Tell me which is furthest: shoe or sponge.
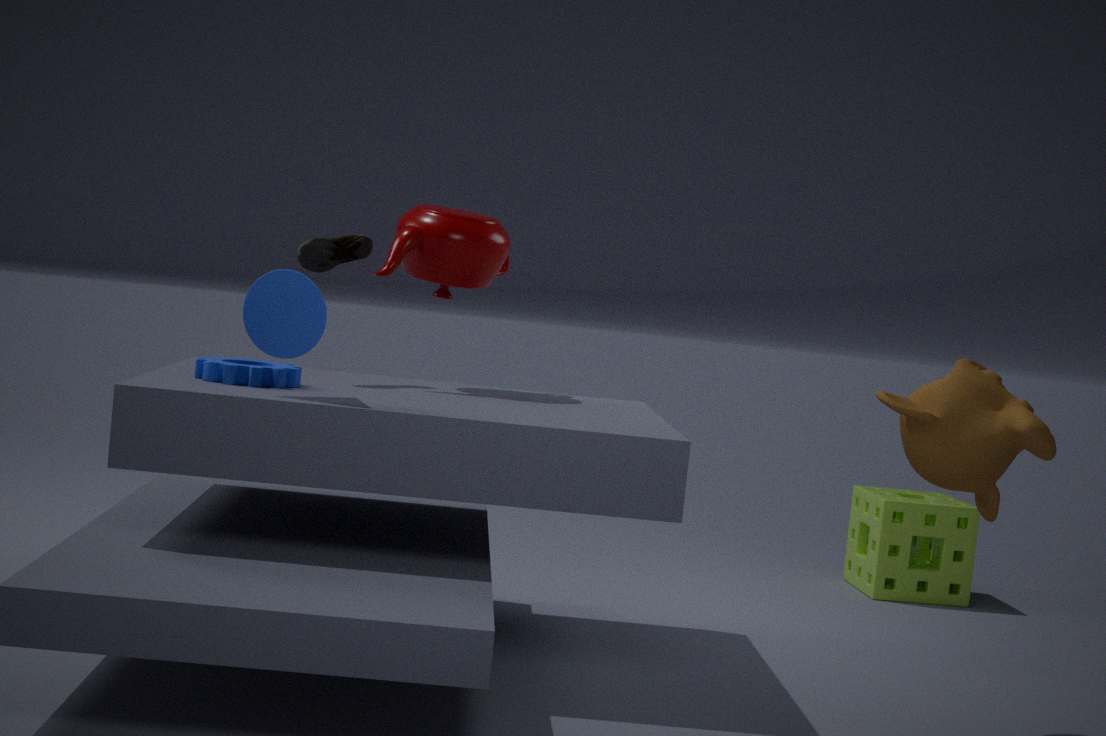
sponge
